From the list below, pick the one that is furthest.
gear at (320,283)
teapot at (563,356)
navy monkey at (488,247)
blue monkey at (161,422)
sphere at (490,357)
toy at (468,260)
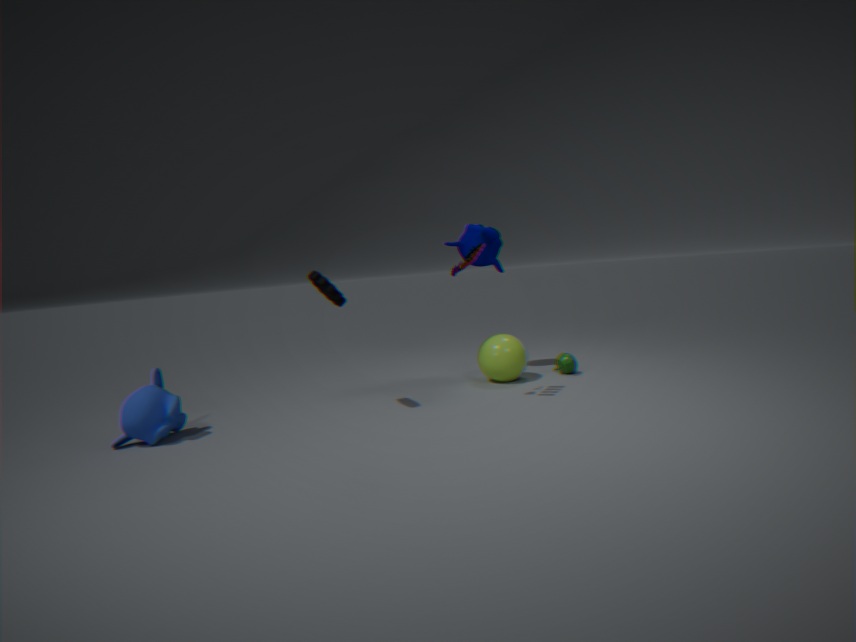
teapot at (563,356)
